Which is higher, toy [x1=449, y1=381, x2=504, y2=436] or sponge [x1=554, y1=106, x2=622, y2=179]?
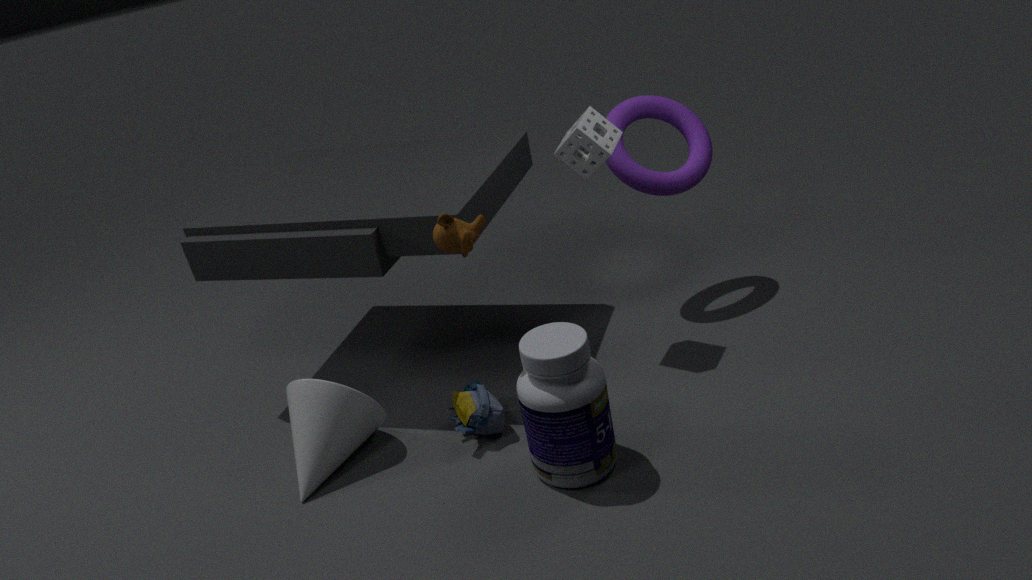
sponge [x1=554, y1=106, x2=622, y2=179]
